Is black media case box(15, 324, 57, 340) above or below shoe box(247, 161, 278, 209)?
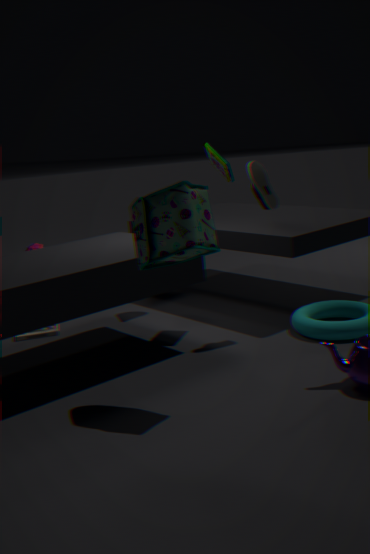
below
